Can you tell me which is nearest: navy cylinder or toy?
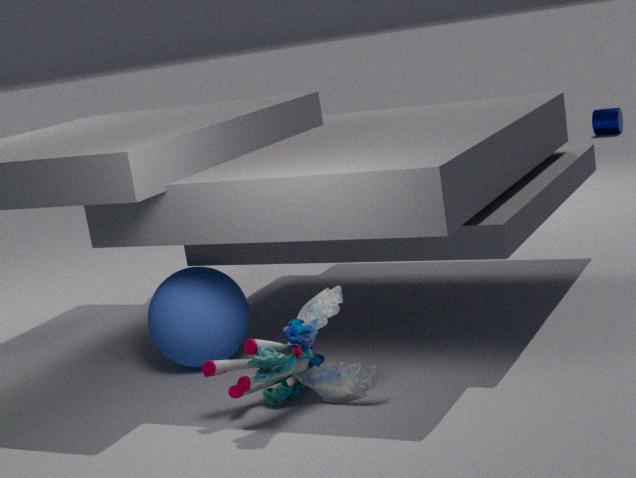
toy
